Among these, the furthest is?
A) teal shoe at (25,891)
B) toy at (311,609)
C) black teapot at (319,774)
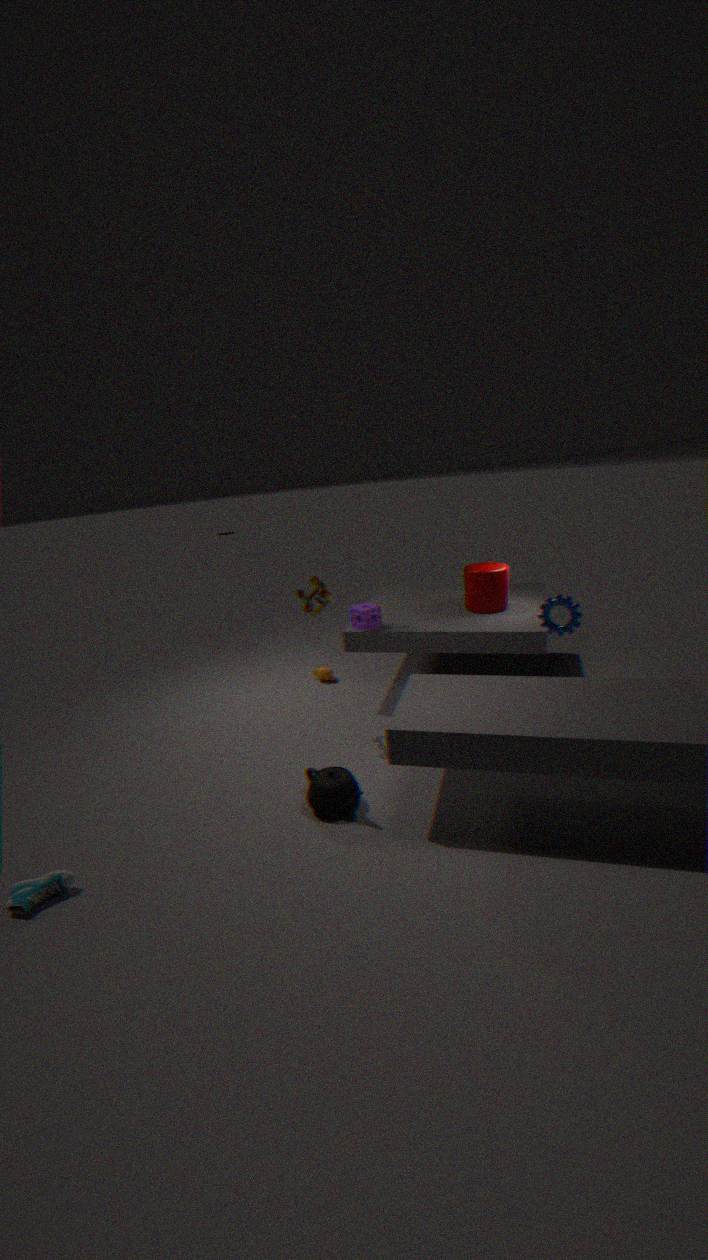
toy at (311,609)
